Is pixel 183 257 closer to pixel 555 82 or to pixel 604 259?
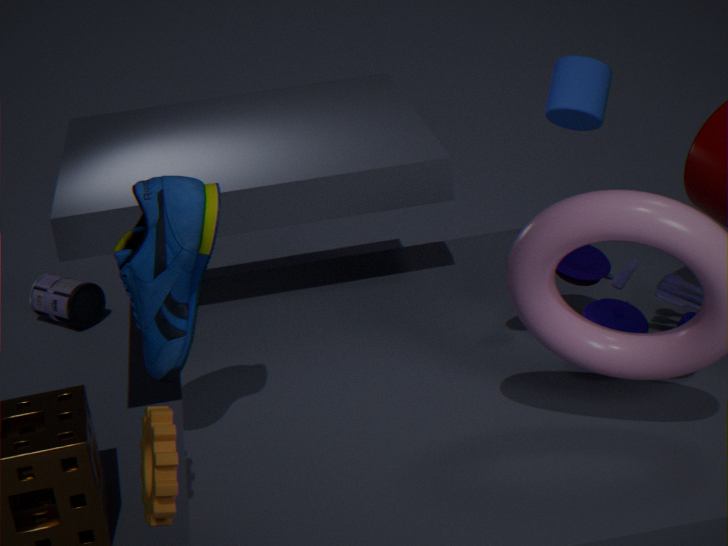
pixel 604 259
